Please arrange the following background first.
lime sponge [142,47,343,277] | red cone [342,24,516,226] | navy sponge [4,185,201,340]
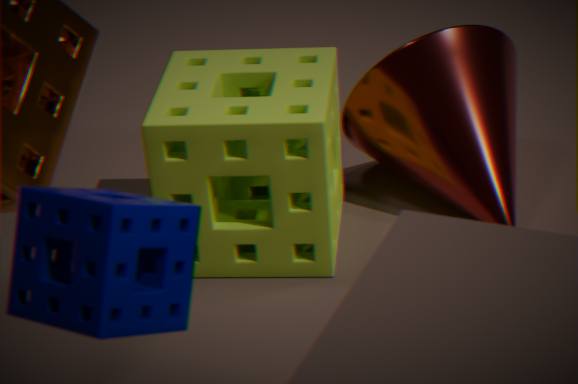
red cone [342,24,516,226] → lime sponge [142,47,343,277] → navy sponge [4,185,201,340]
